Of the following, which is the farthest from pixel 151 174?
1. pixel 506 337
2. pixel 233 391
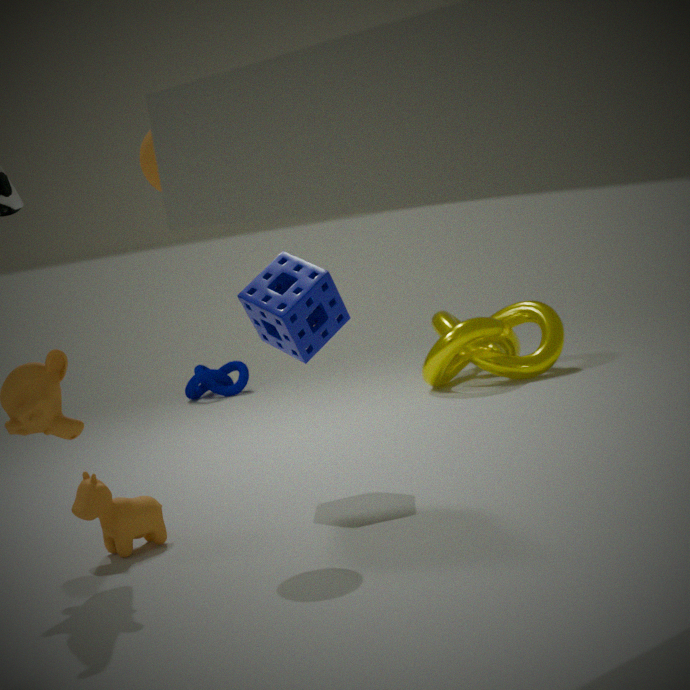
pixel 233 391
